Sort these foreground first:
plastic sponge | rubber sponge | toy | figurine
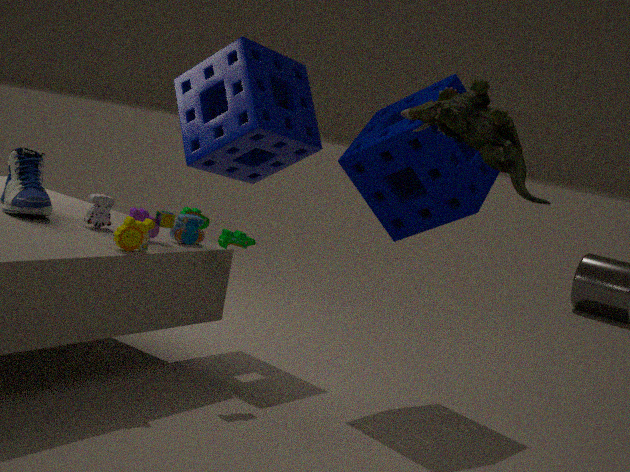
figurine
toy
rubber sponge
plastic sponge
